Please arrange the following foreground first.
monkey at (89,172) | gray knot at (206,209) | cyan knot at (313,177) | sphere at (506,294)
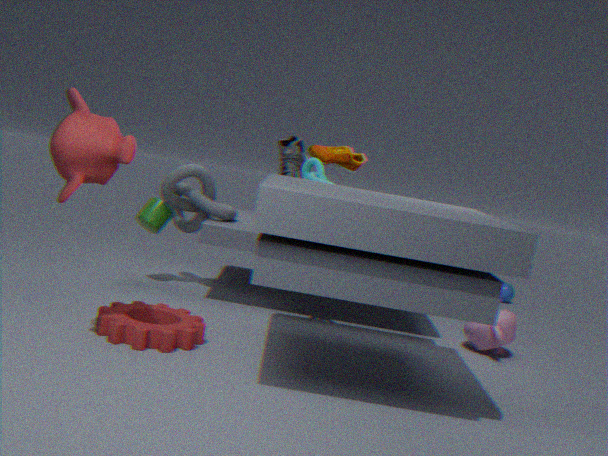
1. monkey at (89,172)
2. cyan knot at (313,177)
3. gray knot at (206,209)
4. sphere at (506,294)
